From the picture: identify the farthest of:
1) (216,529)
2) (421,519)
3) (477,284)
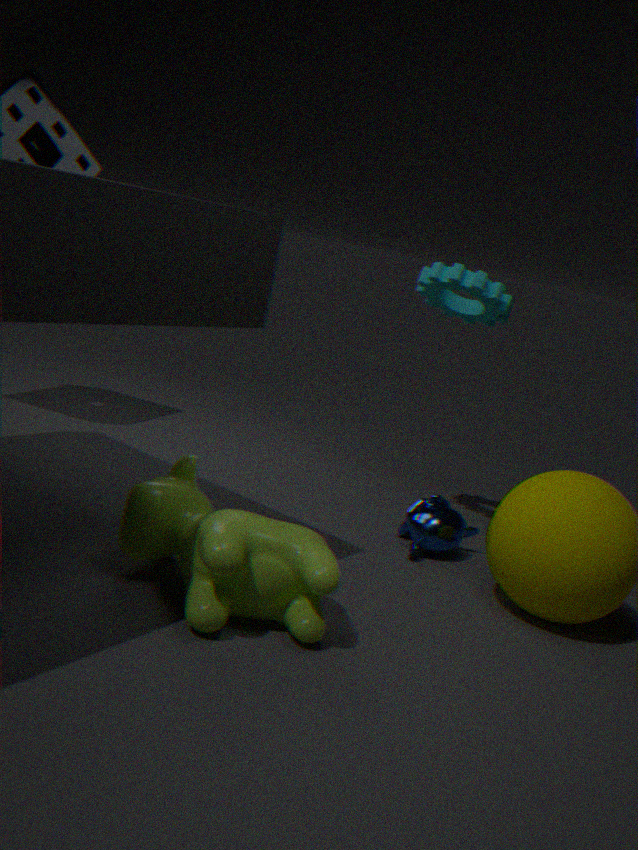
3. (477,284)
